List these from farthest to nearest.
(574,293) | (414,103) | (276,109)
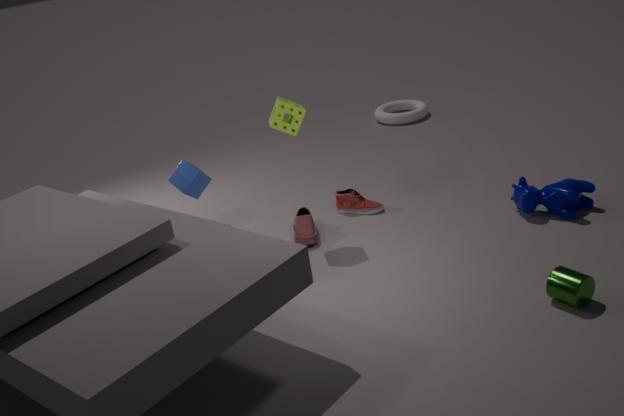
(414,103)
(276,109)
(574,293)
